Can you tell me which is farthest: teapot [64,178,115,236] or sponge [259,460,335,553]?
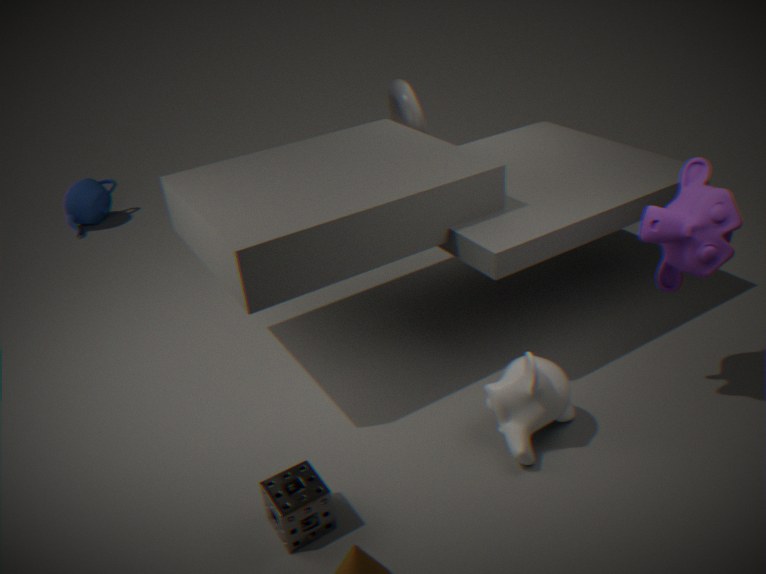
teapot [64,178,115,236]
